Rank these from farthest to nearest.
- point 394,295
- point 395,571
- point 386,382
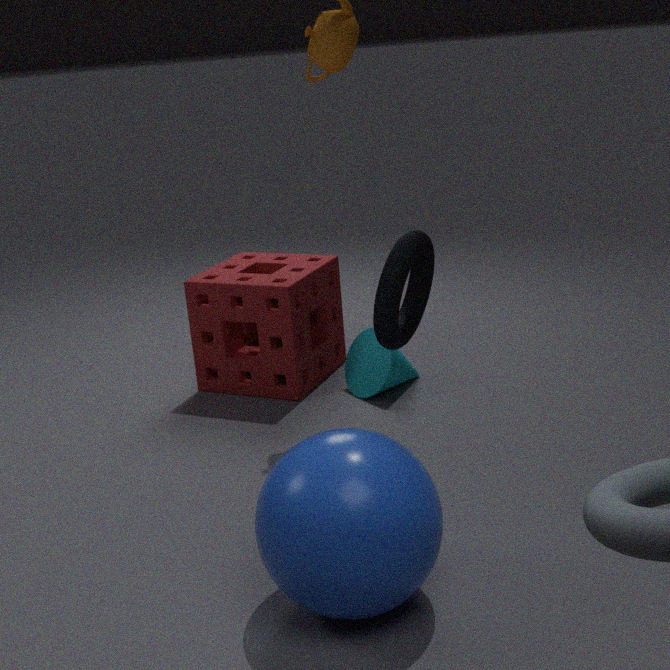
point 386,382, point 394,295, point 395,571
